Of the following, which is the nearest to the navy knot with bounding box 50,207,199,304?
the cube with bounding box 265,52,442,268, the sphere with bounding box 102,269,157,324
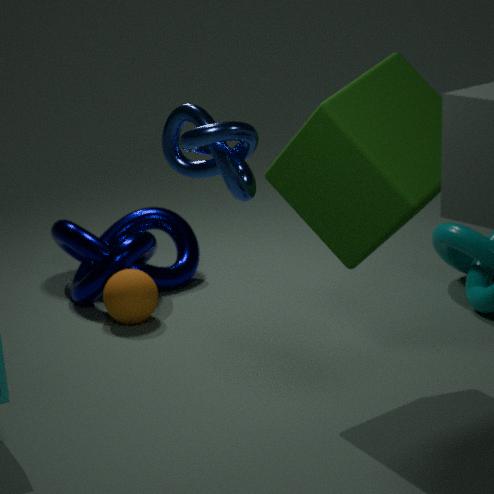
the sphere with bounding box 102,269,157,324
